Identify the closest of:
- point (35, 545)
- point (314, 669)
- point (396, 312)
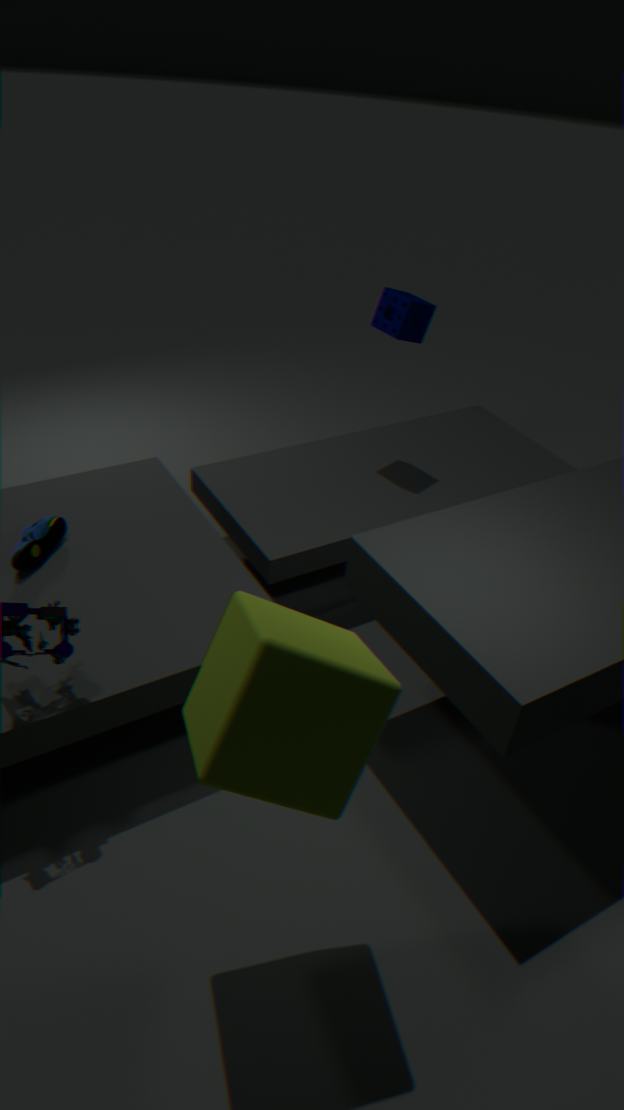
point (314, 669)
